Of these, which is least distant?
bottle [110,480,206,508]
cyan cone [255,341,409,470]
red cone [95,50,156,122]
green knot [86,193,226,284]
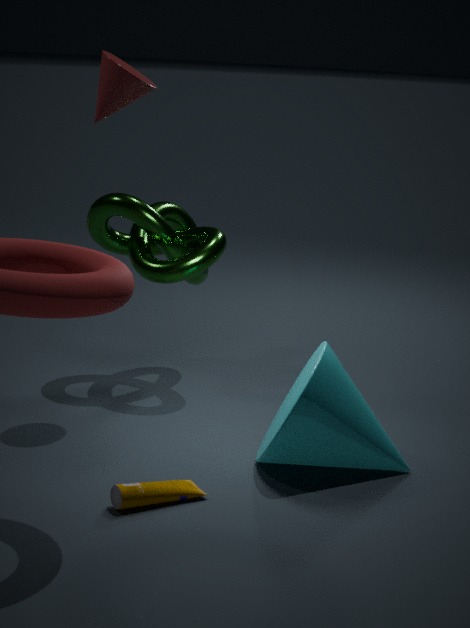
bottle [110,480,206,508]
